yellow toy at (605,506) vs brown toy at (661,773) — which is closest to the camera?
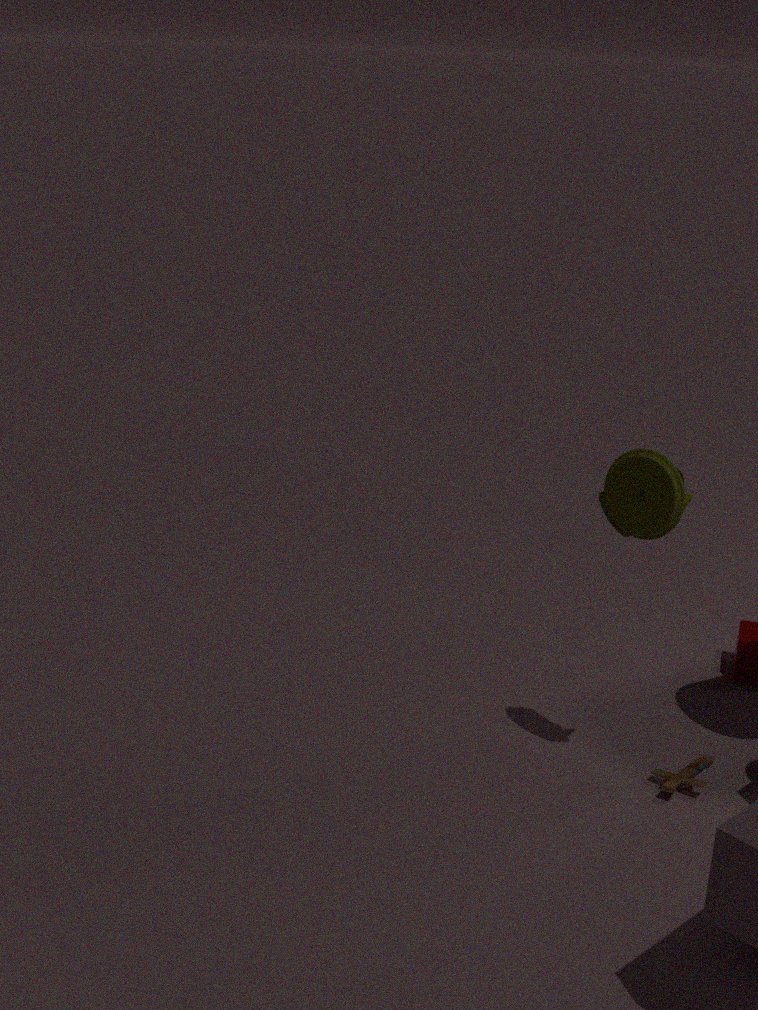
yellow toy at (605,506)
